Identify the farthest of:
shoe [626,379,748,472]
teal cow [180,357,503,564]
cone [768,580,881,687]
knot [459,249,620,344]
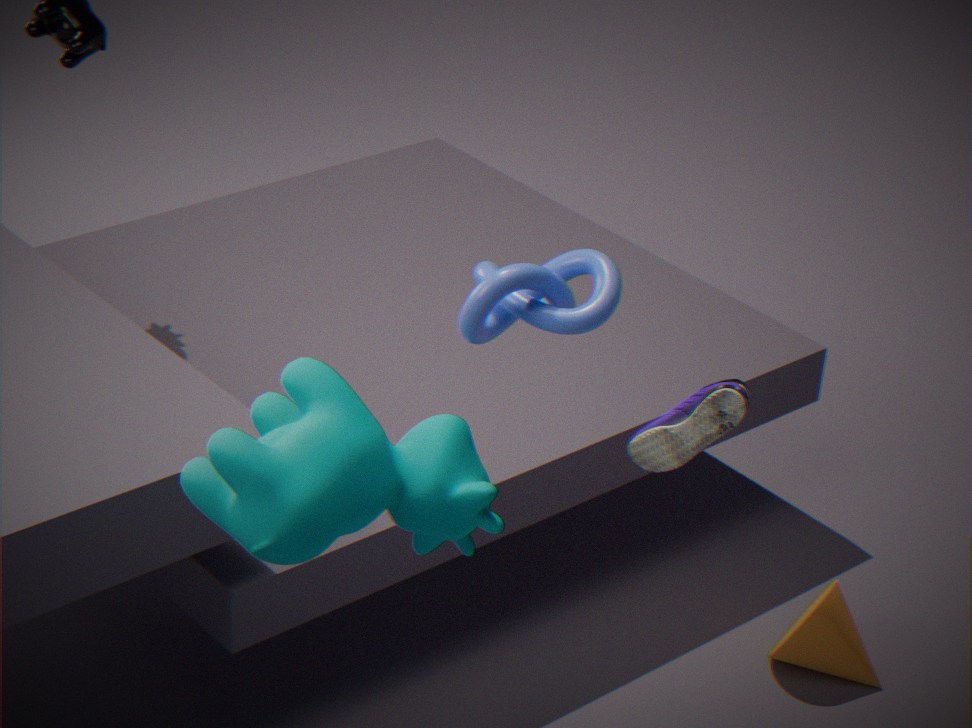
cone [768,580,881,687]
